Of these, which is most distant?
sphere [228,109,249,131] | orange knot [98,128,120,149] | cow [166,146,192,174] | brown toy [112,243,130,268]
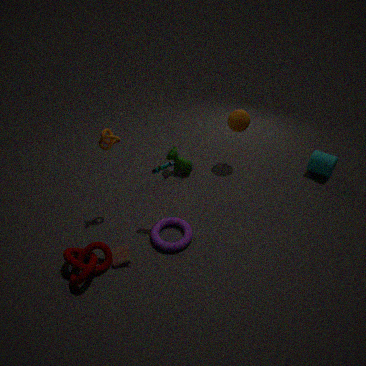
cow [166,146,192,174]
